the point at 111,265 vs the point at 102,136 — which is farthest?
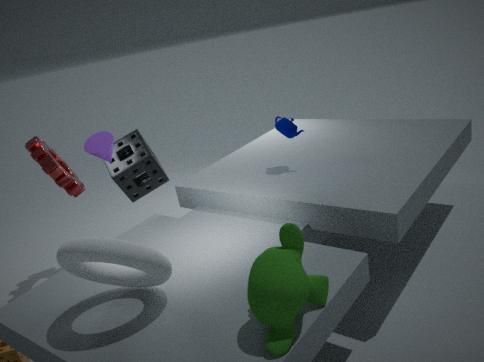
the point at 102,136
